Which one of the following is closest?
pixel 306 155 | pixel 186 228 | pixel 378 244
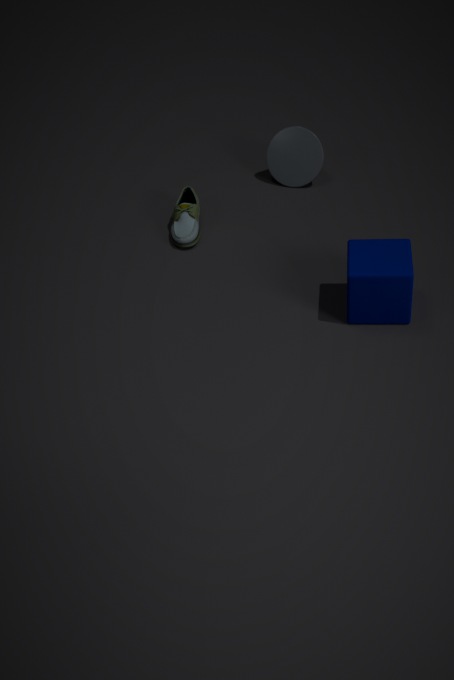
pixel 378 244
